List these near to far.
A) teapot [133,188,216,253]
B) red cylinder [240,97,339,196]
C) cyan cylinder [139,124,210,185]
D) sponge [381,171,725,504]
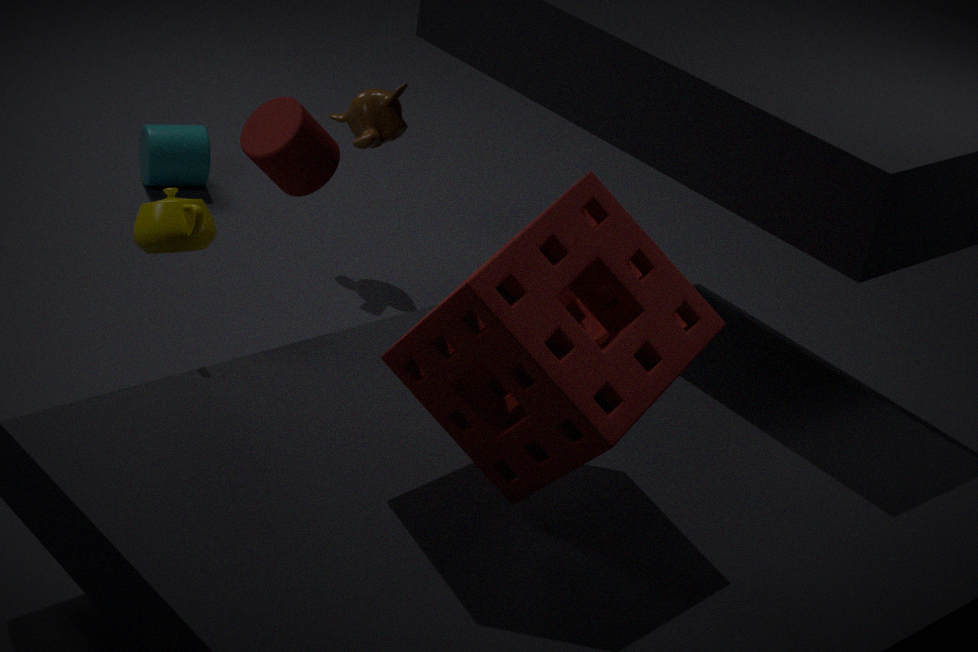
sponge [381,171,725,504], teapot [133,188,216,253], red cylinder [240,97,339,196], cyan cylinder [139,124,210,185]
